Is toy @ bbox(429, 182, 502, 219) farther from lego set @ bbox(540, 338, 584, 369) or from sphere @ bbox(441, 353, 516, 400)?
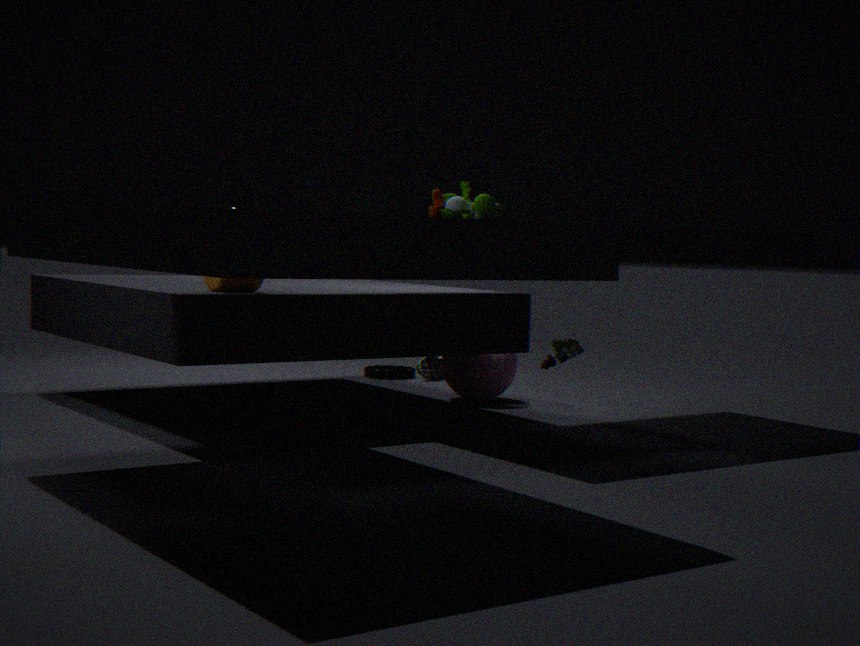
sphere @ bbox(441, 353, 516, 400)
